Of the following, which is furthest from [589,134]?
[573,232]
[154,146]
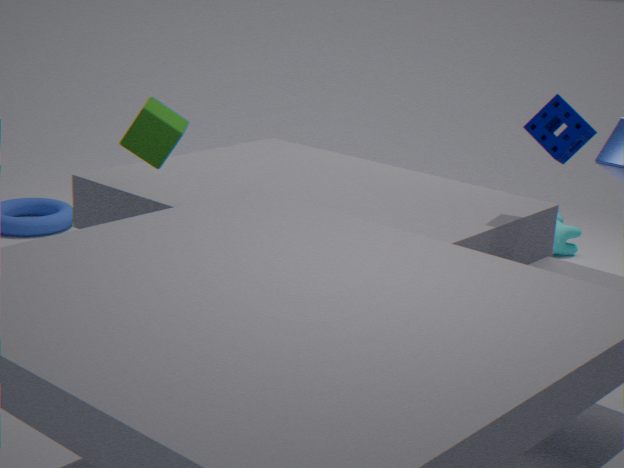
[573,232]
